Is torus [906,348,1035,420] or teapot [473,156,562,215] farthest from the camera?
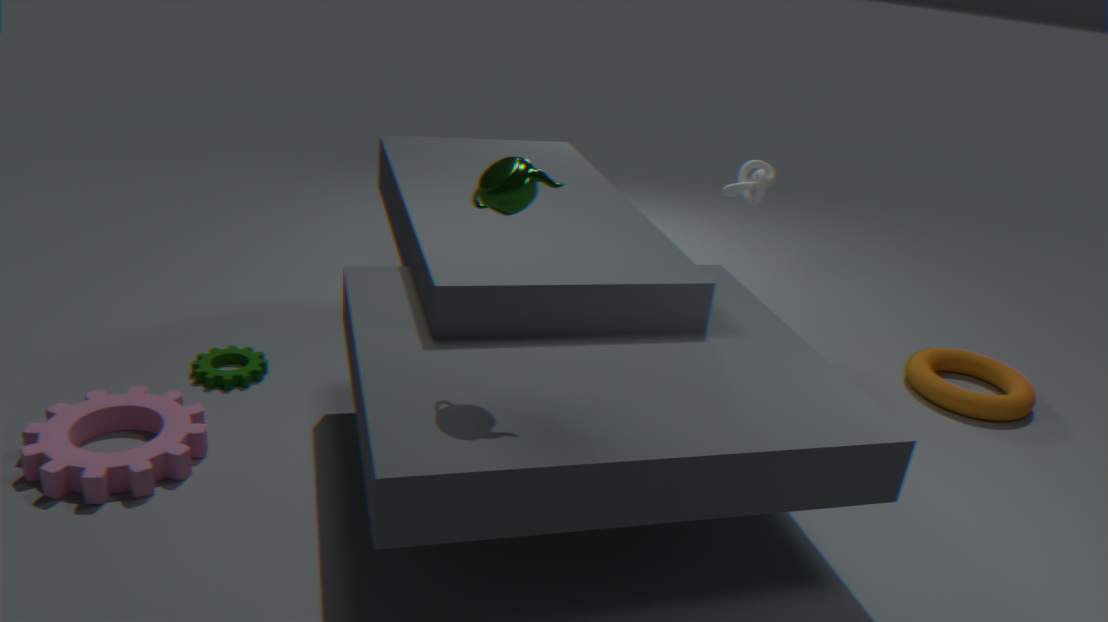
torus [906,348,1035,420]
